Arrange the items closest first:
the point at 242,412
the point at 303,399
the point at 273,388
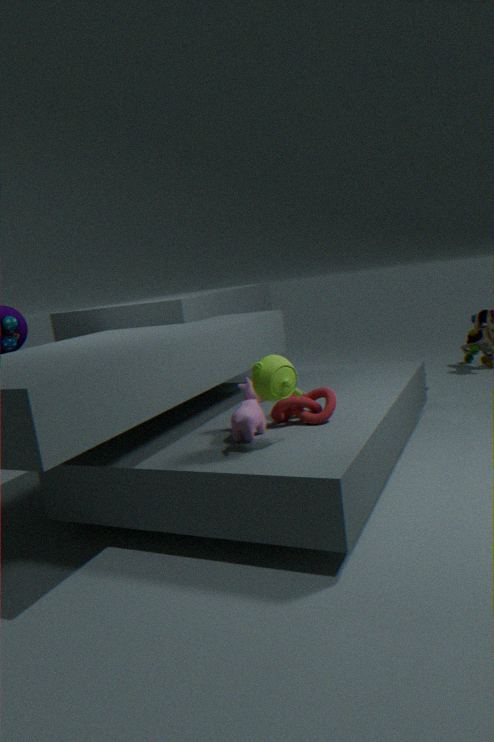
the point at 273,388 → the point at 242,412 → the point at 303,399
